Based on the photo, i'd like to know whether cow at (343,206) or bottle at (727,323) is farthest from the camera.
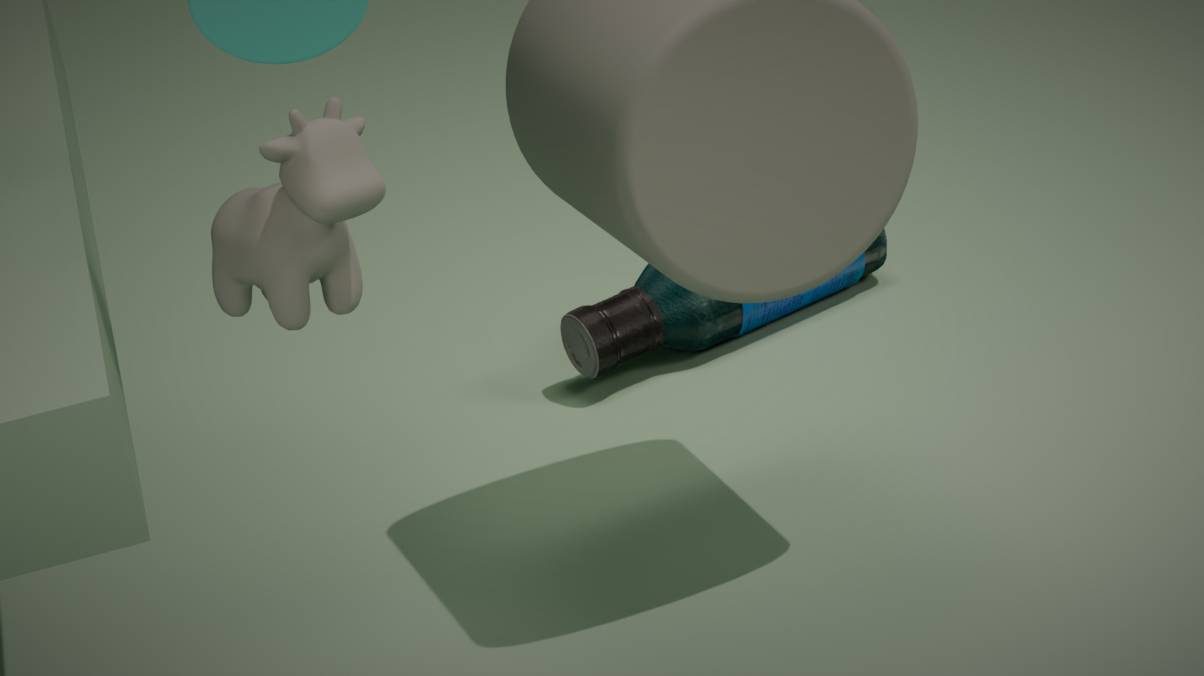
bottle at (727,323)
